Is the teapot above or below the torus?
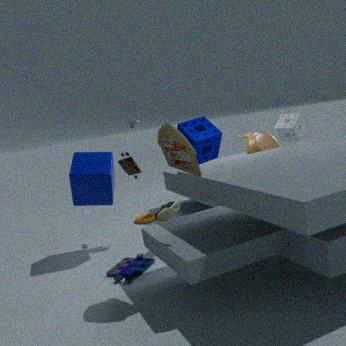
above
